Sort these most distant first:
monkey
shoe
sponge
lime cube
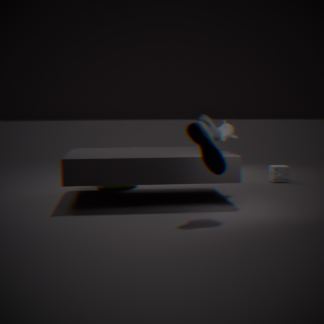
sponge → lime cube → monkey → shoe
